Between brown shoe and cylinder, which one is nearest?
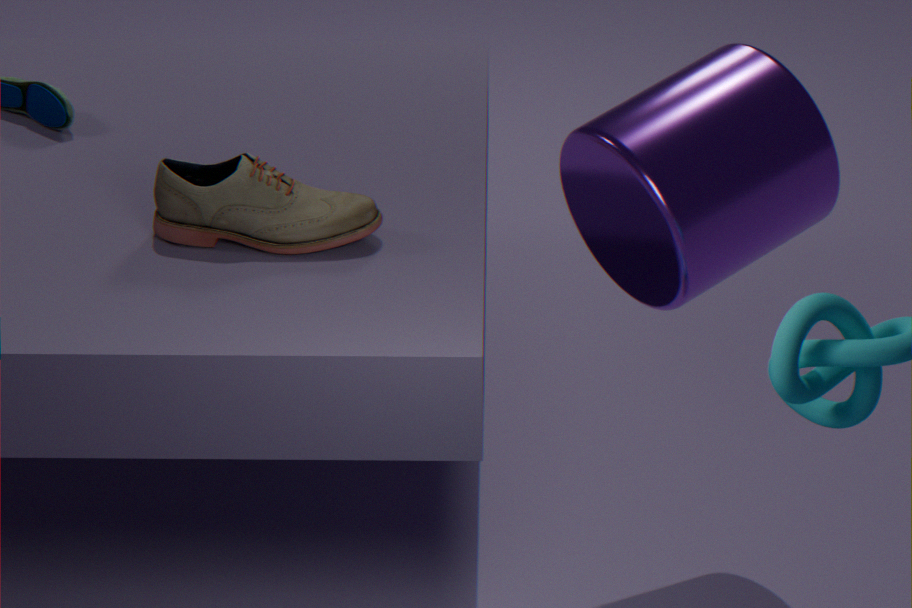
cylinder
